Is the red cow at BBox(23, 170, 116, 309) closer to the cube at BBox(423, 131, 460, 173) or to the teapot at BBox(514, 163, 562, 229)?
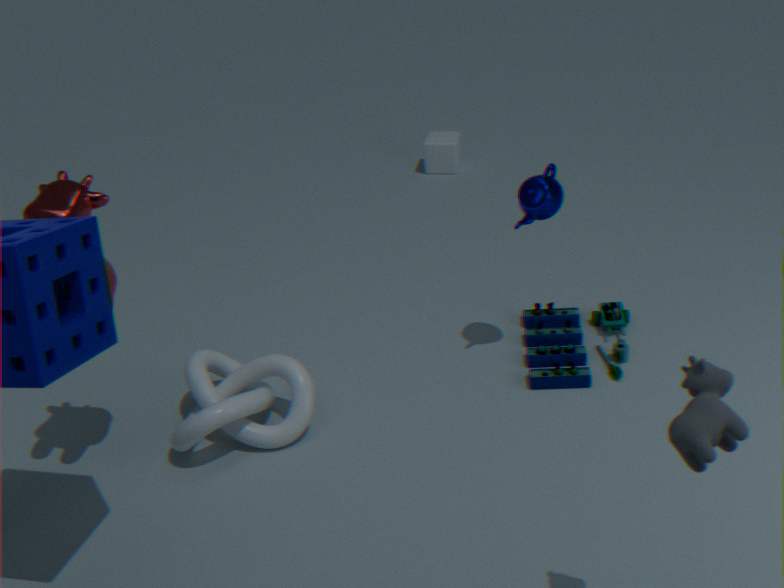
the teapot at BBox(514, 163, 562, 229)
